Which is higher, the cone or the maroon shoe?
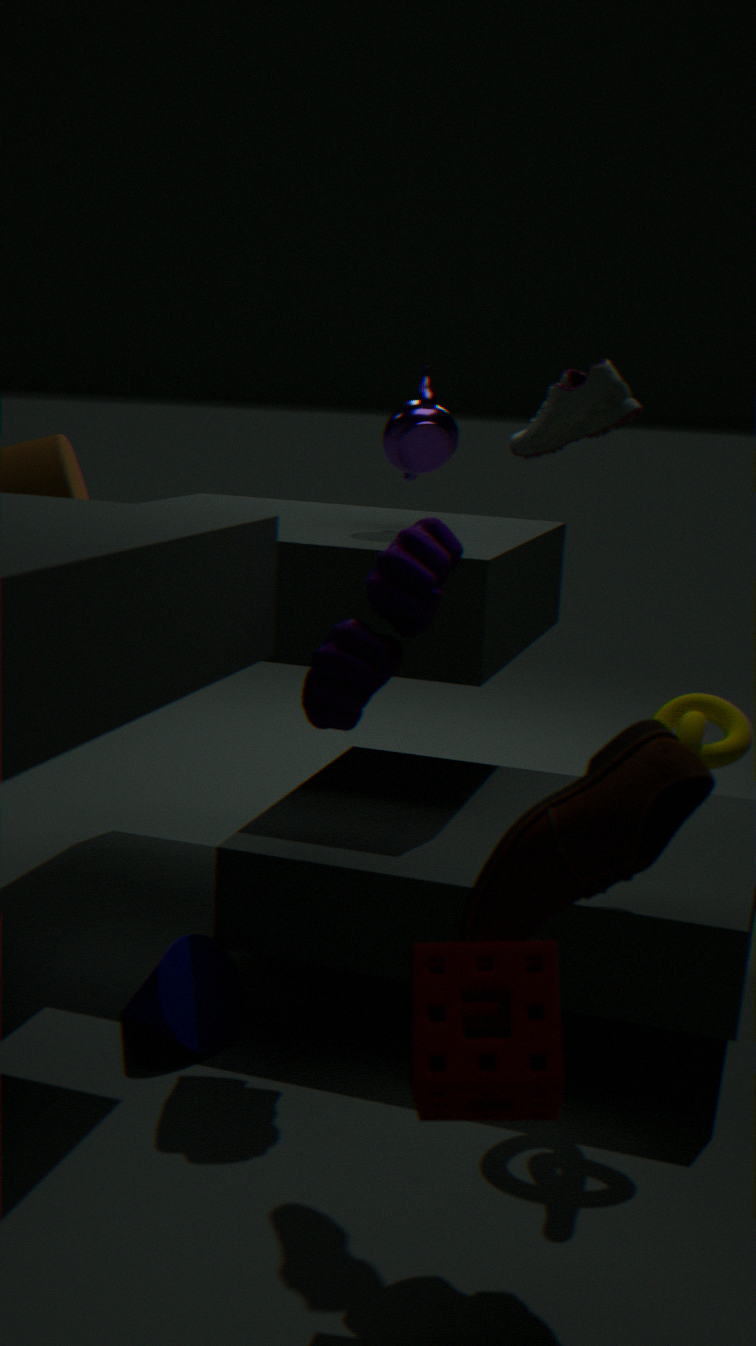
the maroon shoe
